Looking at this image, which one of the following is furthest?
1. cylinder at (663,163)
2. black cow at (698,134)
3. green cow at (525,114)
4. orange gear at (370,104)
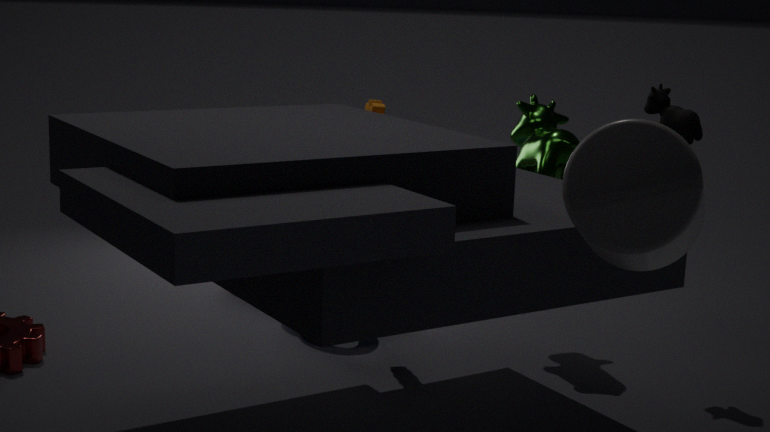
green cow at (525,114)
